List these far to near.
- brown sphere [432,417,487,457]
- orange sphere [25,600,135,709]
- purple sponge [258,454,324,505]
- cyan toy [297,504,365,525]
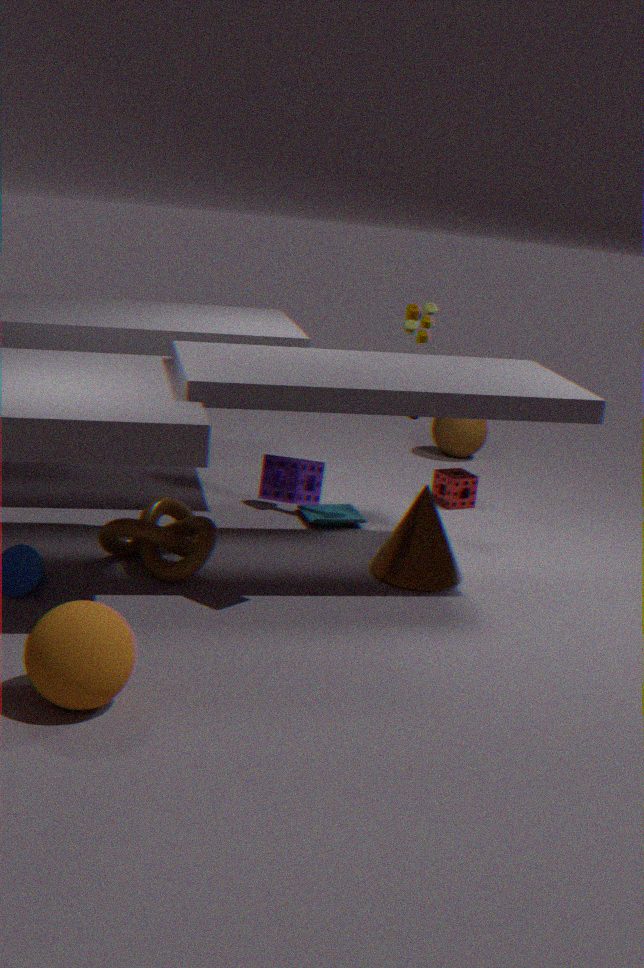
brown sphere [432,417,487,457], cyan toy [297,504,365,525], purple sponge [258,454,324,505], orange sphere [25,600,135,709]
